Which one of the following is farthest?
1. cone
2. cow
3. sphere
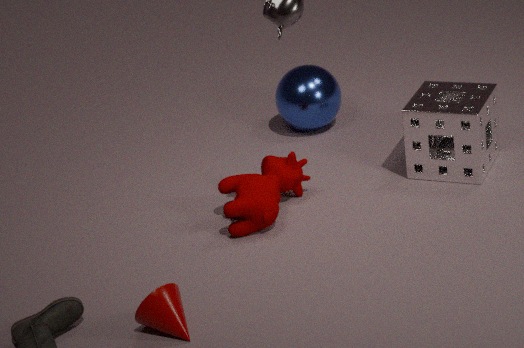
sphere
